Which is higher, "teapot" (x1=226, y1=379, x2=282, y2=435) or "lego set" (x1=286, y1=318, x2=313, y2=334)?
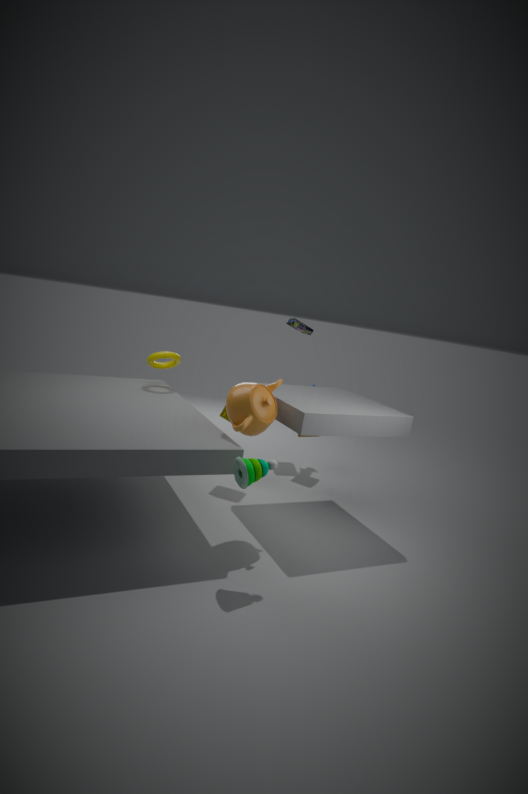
"lego set" (x1=286, y1=318, x2=313, y2=334)
